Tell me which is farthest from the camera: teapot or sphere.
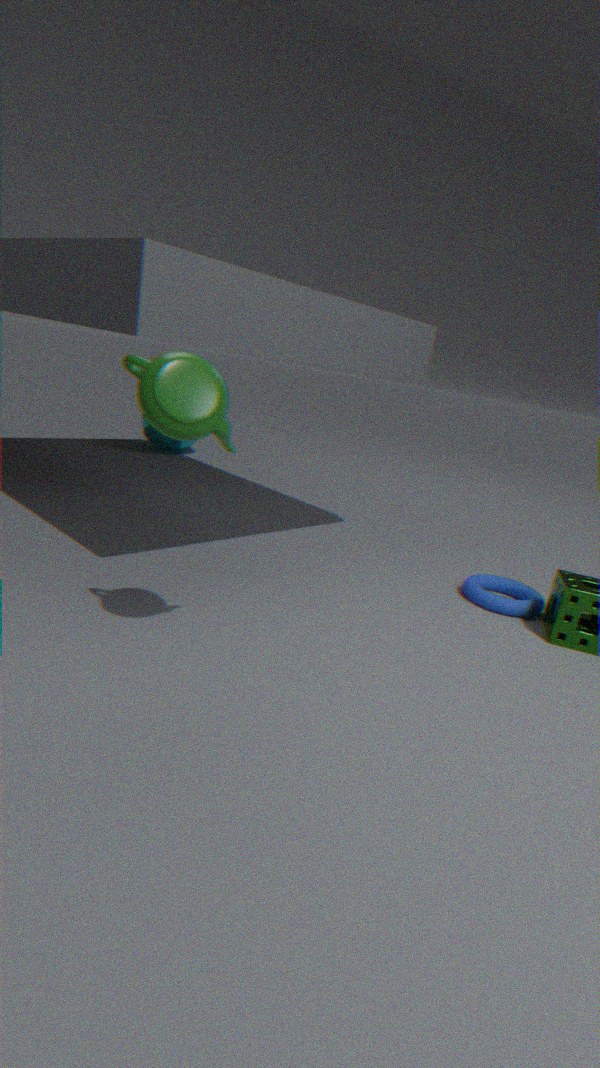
sphere
